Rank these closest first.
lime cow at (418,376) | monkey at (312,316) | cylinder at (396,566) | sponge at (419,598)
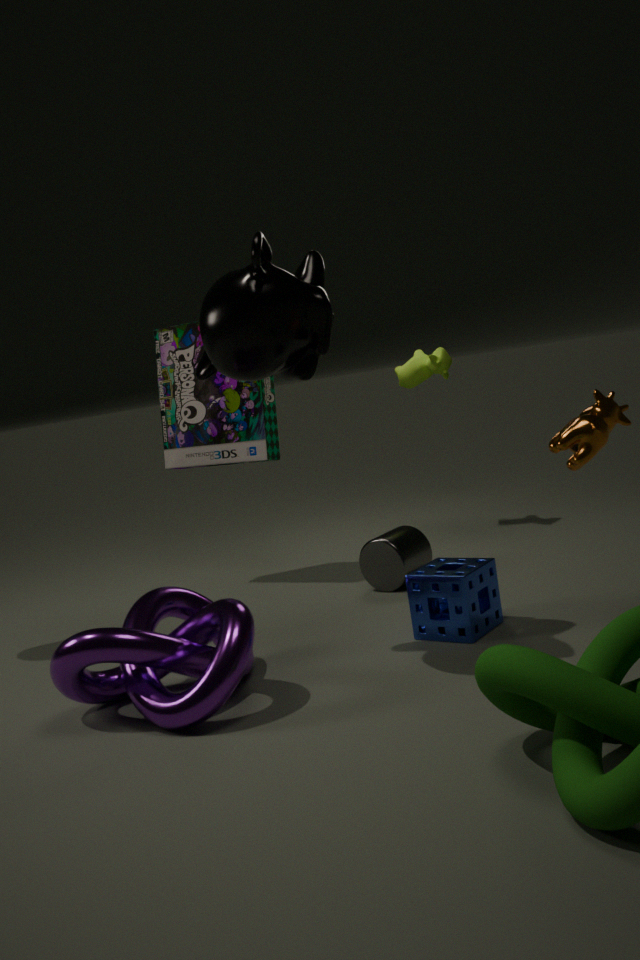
monkey at (312,316) < sponge at (419,598) < cylinder at (396,566) < lime cow at (418,376)
